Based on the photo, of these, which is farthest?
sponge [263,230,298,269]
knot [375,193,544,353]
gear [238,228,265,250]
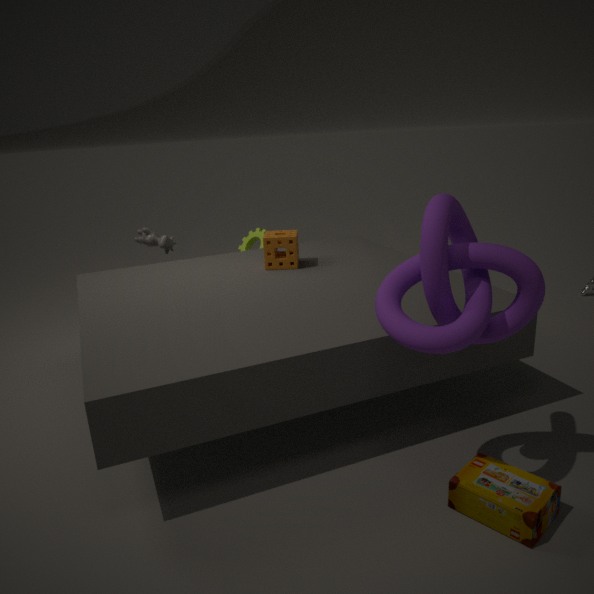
gear [238,228,265,250]
